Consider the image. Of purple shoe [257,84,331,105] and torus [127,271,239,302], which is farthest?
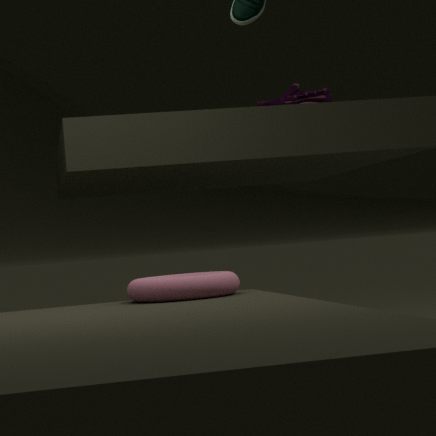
purple shoe [257,84,331,105]
